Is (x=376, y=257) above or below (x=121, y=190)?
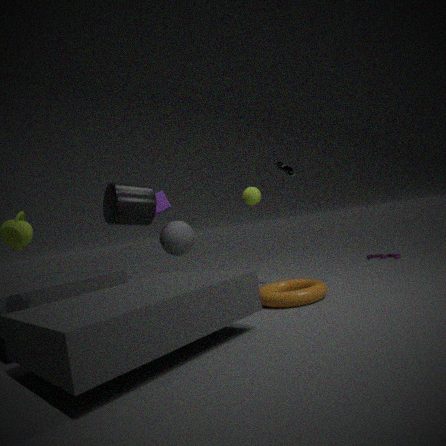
below
